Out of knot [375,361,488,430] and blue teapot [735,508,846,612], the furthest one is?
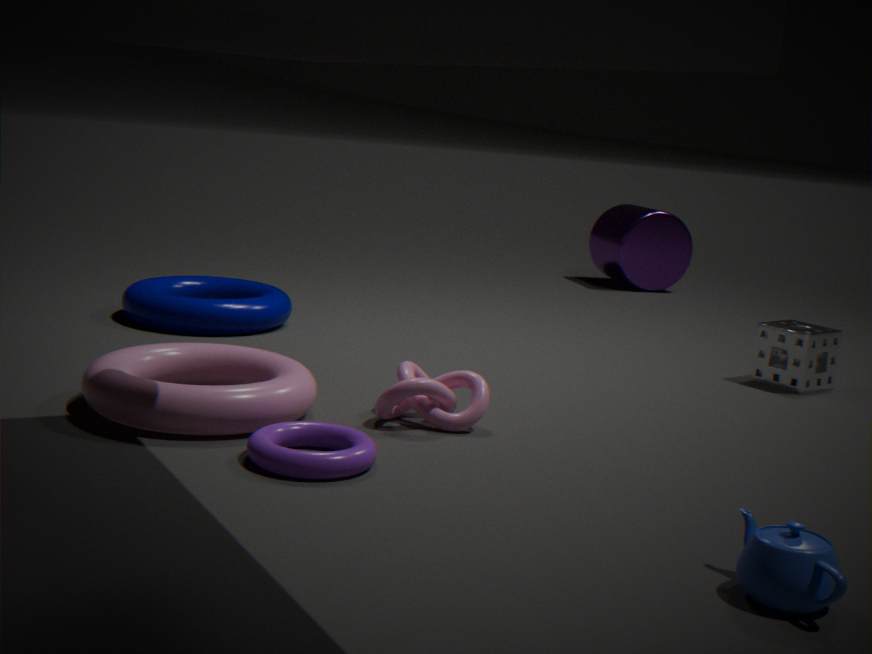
knot [375,361,488,430]
